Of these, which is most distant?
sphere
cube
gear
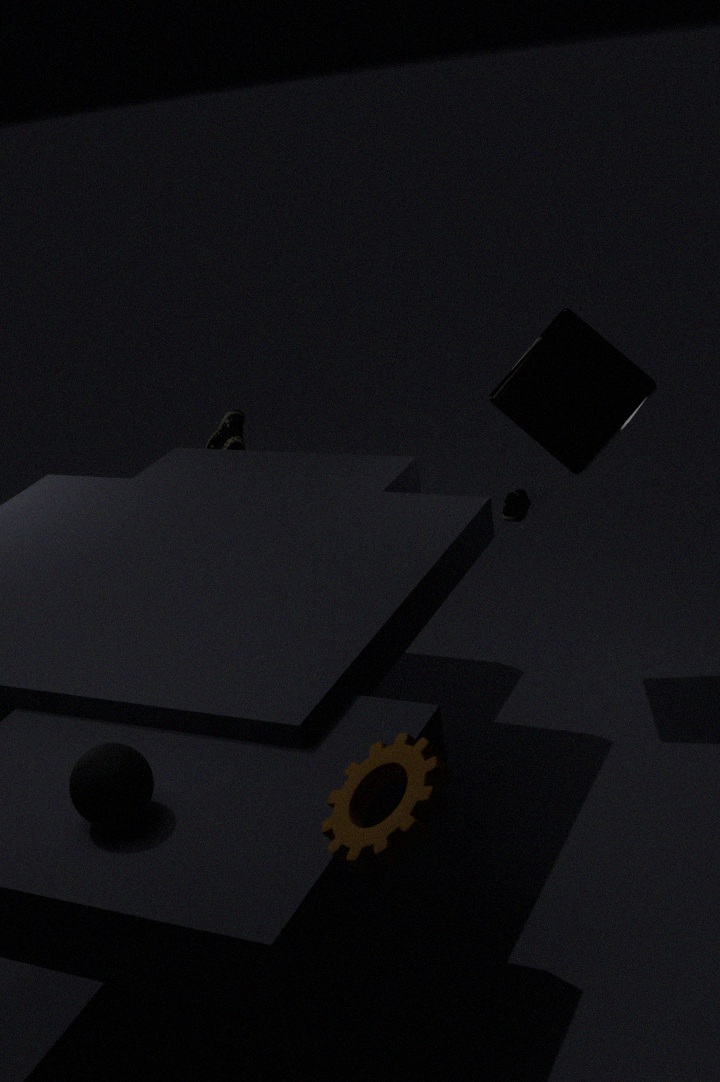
cube
